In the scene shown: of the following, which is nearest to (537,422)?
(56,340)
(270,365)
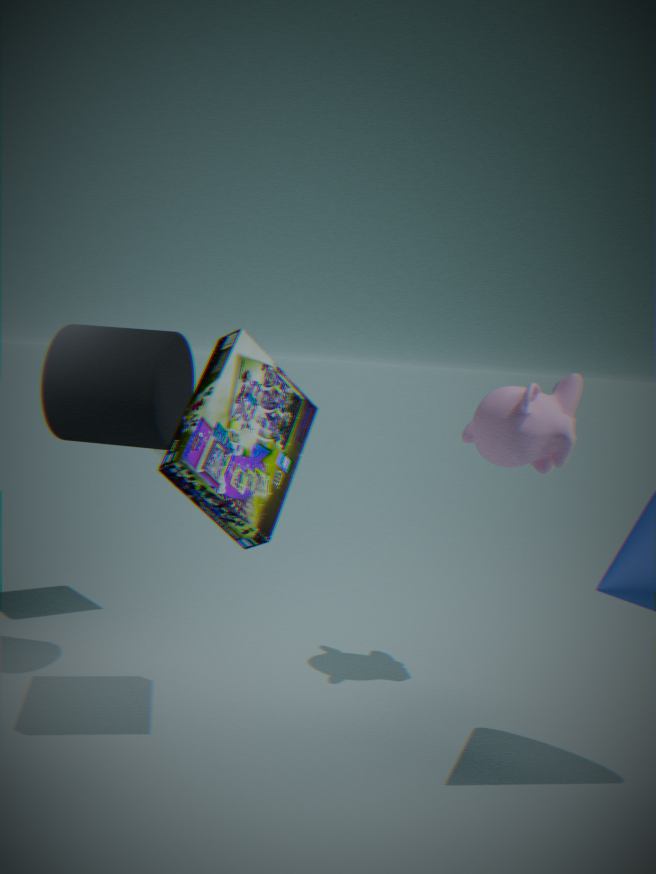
(270,365)
